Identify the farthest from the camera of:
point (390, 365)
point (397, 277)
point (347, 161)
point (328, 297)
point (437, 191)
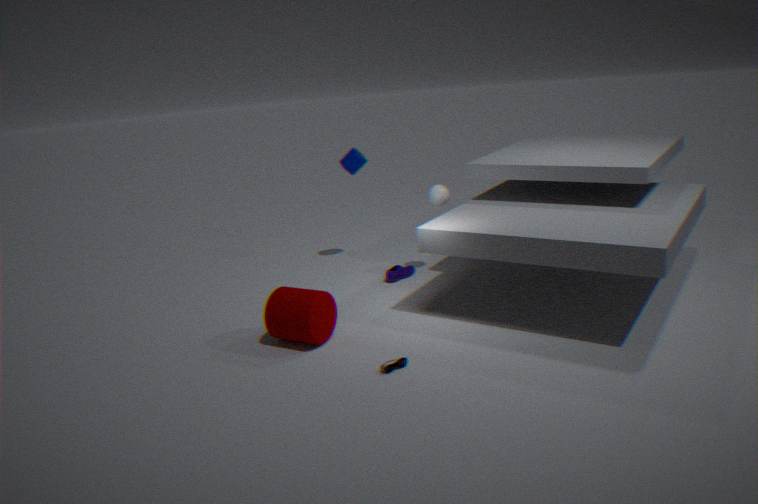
point (347, 161)
